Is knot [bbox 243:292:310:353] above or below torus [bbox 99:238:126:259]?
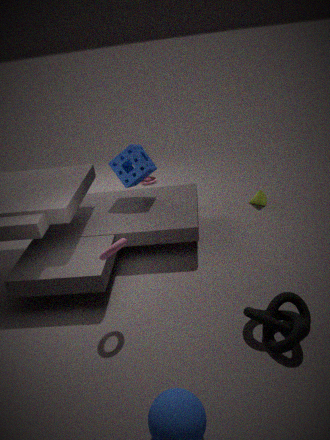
below
